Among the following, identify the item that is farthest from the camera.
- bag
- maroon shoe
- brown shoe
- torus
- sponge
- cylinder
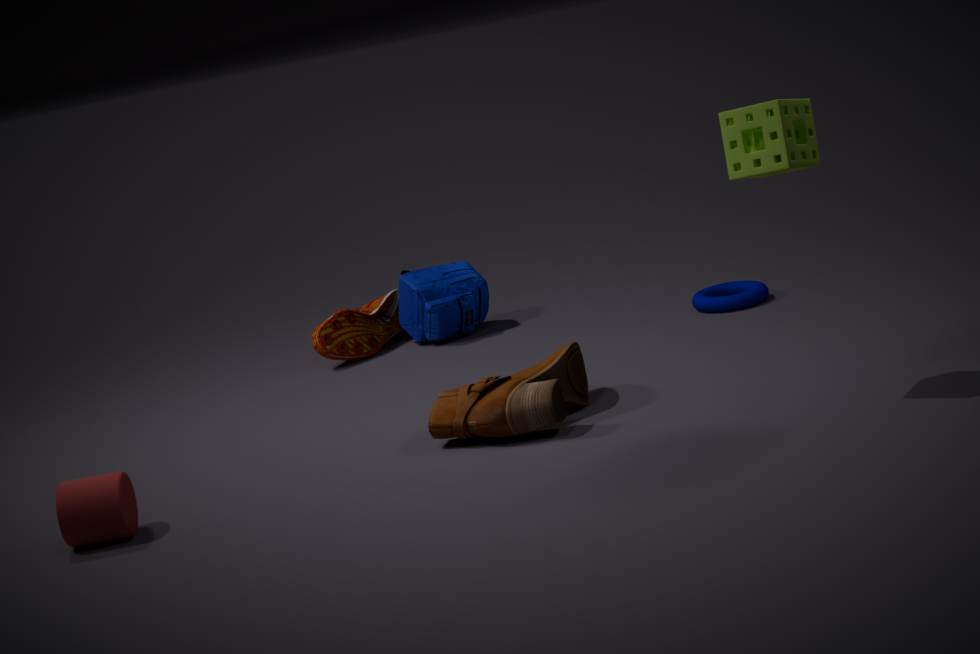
bag
